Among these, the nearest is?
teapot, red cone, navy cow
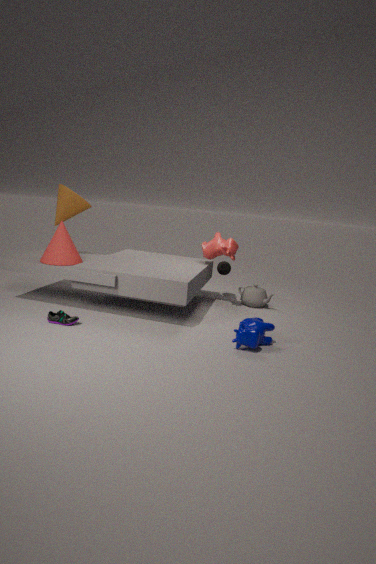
navy cow
